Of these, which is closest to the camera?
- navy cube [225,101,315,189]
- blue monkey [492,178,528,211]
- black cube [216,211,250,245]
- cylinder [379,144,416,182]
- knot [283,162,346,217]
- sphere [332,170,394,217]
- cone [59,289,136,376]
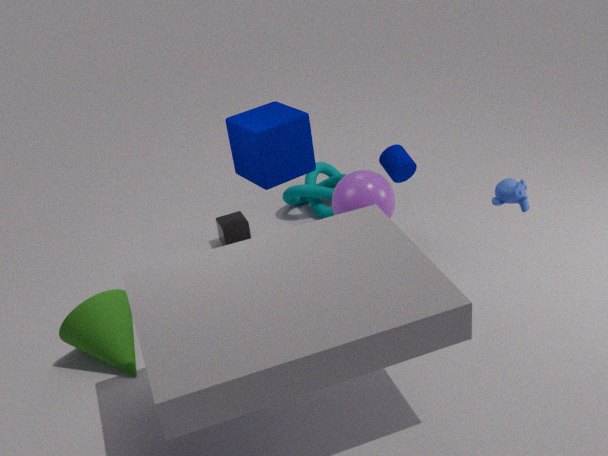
blue monkey [492,178,528,211]
